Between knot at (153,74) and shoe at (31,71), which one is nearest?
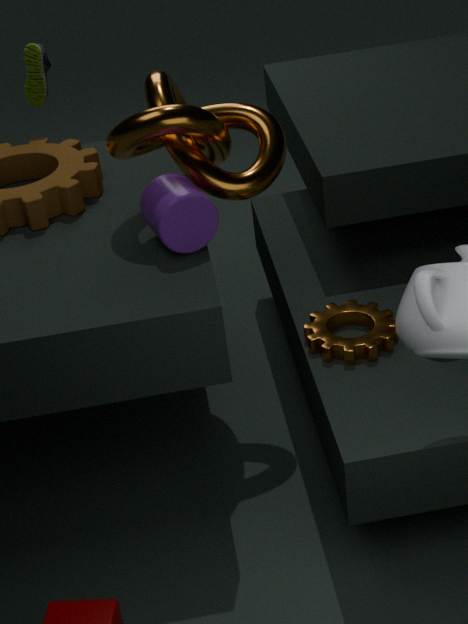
knot at (153,74)
